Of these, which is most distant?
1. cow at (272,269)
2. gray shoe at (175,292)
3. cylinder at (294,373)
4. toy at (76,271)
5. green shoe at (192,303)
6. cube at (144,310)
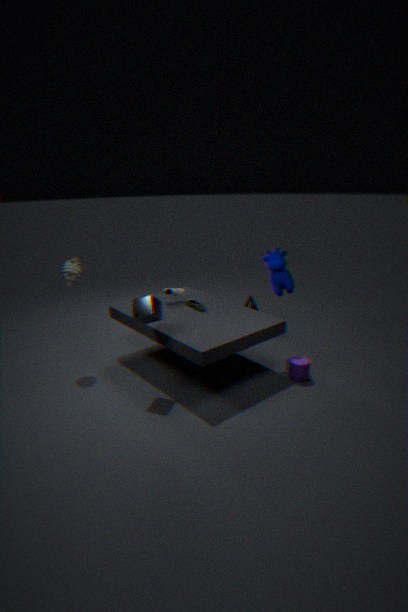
gray shoe at (175,292)
